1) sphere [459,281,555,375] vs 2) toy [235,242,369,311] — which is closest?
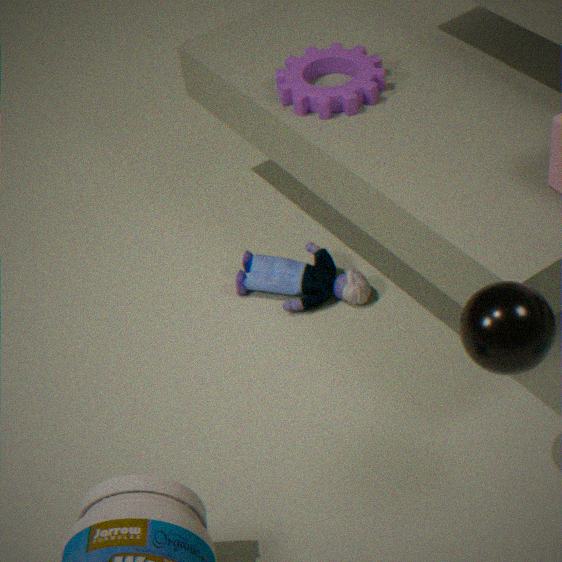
1. sphere [459,281,555,375]
